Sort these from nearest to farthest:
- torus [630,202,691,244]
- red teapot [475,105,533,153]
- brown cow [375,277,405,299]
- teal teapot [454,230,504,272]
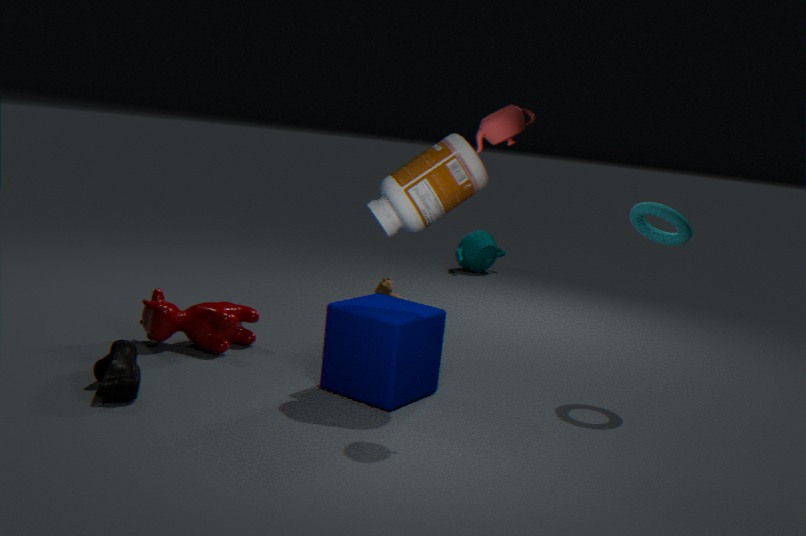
red teapot [475,105,533,153] → torus [630,202,691,244] → brown cow [375,277,405,299] → teal teapot [454,230,504,272]
